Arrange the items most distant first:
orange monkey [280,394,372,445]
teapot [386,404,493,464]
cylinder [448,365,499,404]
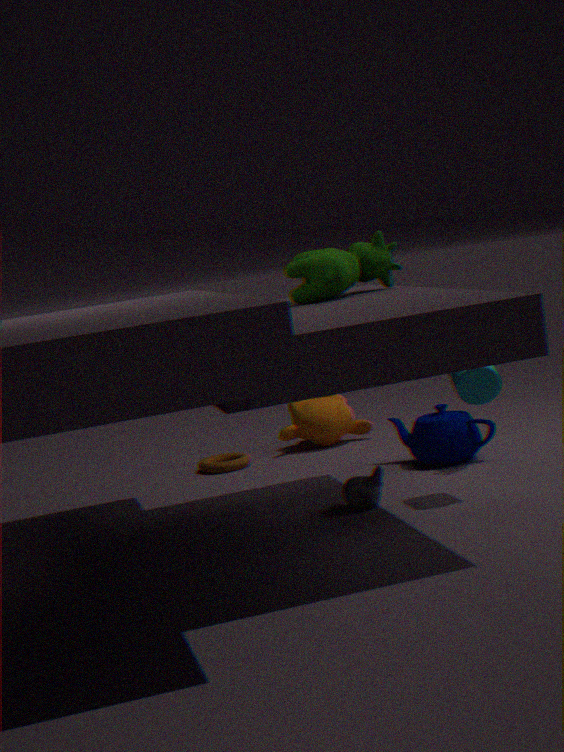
orange monkey [280,394,372,445], teapot [386,404,493,464], cylinder [448,365,499,404]
